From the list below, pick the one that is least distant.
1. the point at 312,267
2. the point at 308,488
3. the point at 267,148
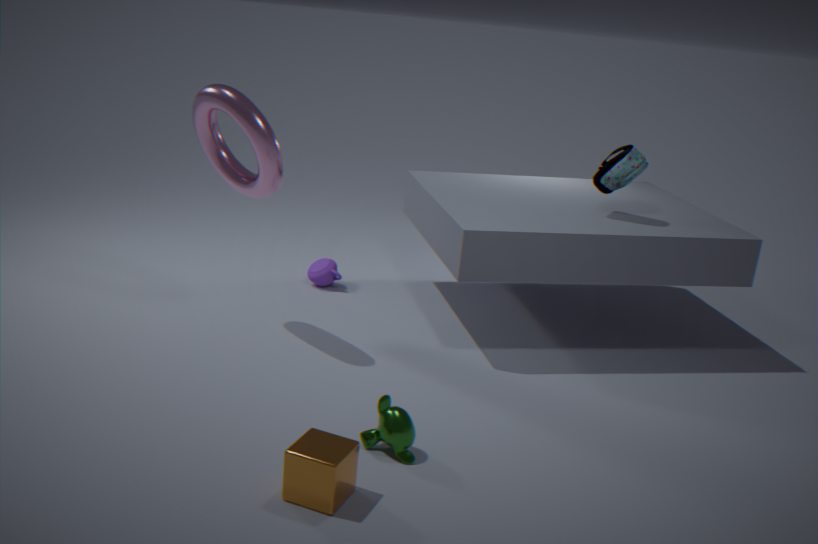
the point at 308,488
